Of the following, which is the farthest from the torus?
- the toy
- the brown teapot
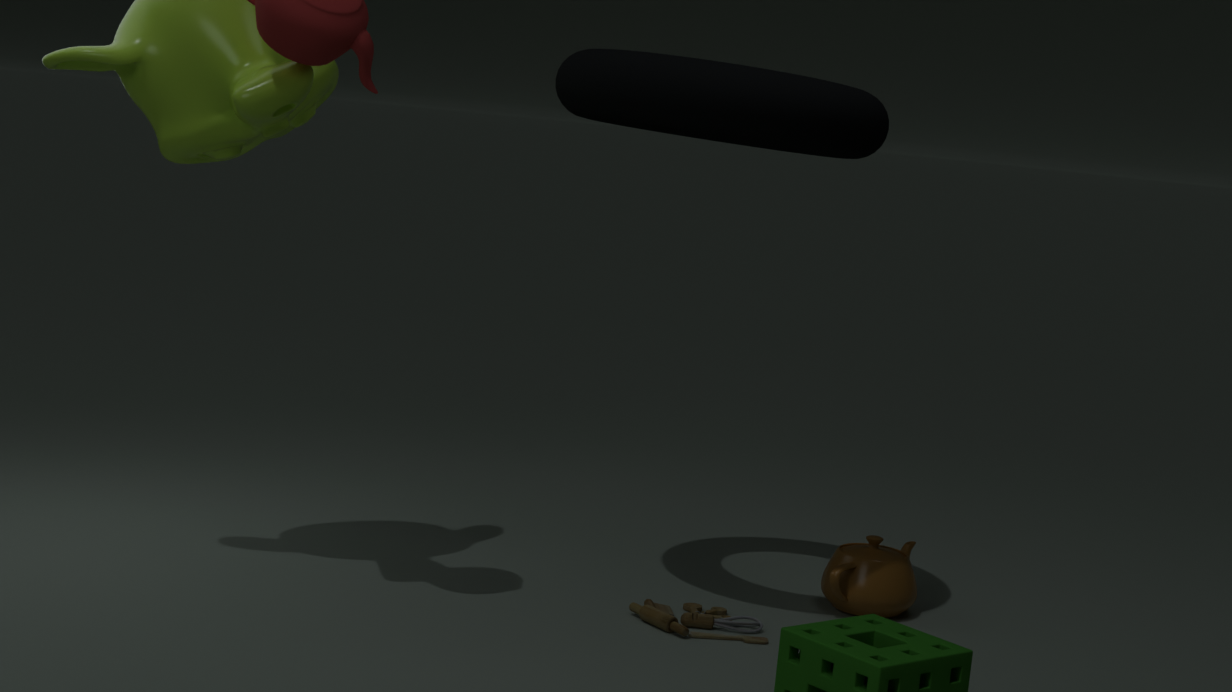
the toy
